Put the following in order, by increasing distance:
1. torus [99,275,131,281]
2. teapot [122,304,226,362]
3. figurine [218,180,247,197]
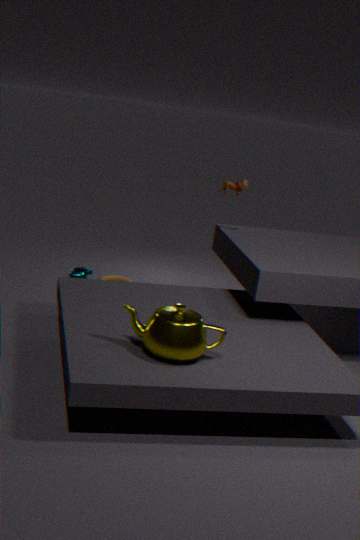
teapot [122,304,226,362], figurine [218,180,247,197], torus [99,275,131,281]
